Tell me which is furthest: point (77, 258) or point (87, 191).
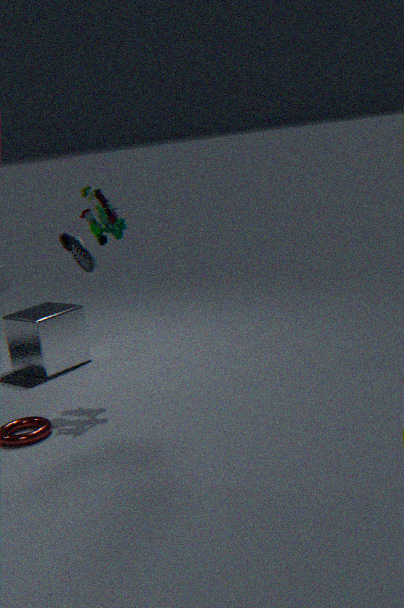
point (77, 258)
